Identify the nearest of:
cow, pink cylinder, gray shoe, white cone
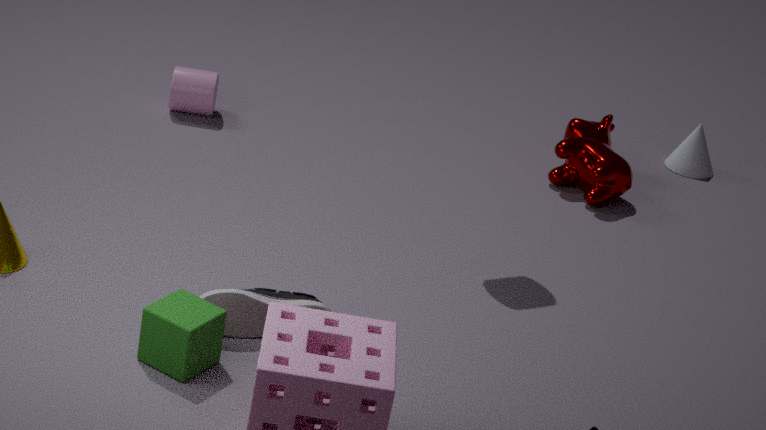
gray shoe
